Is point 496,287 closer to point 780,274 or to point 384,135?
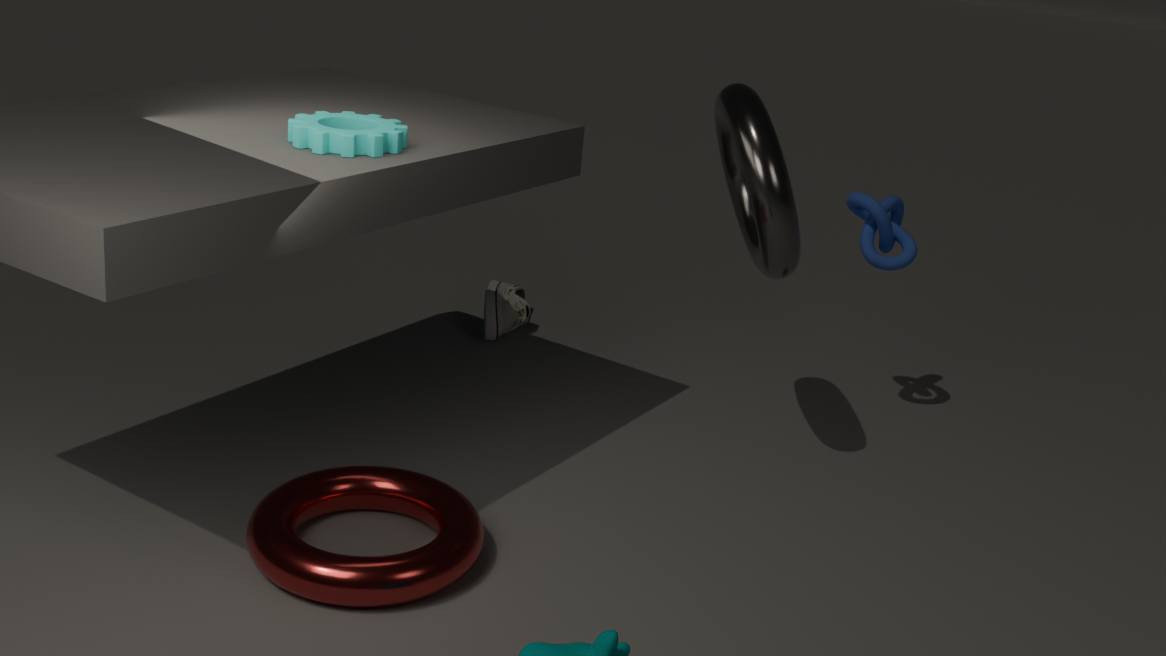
point 780,274
